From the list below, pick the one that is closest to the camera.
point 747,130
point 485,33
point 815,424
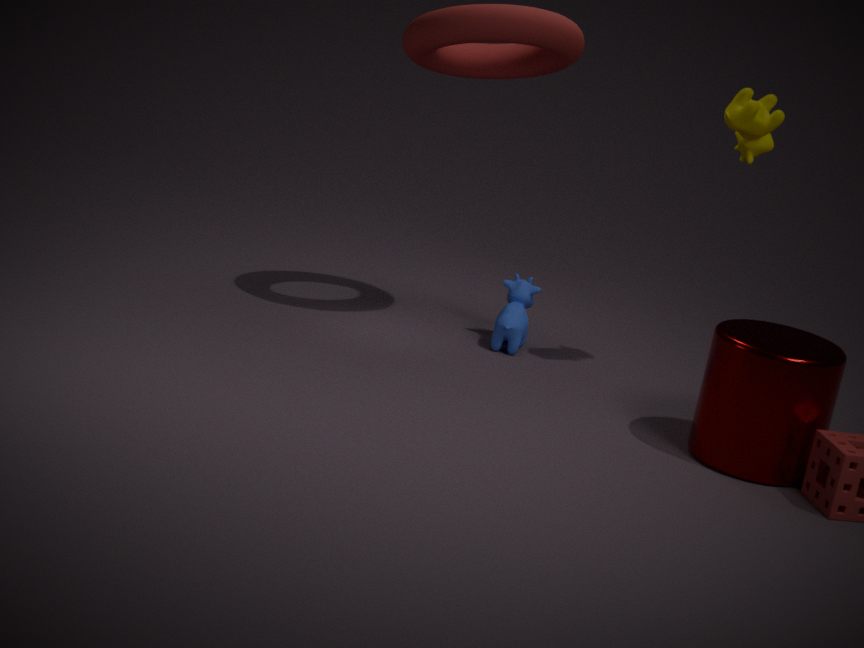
point 815,424
